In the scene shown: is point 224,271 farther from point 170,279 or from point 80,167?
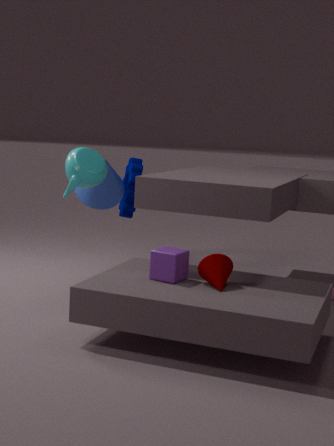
point 80,167
